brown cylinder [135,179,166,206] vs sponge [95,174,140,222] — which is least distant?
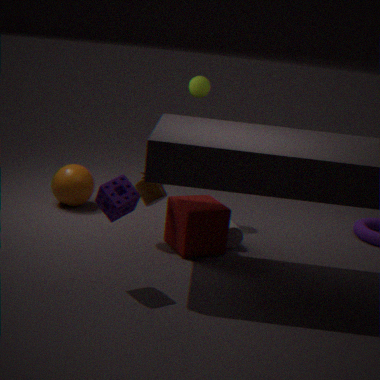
sponge [95,174,140,222]
